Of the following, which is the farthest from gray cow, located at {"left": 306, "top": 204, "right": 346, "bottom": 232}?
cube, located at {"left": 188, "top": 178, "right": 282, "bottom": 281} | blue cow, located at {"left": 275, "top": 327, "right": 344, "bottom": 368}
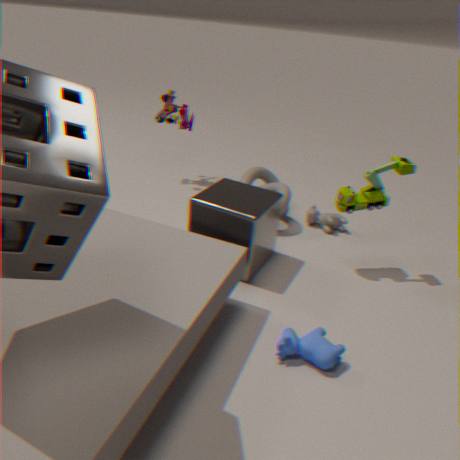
blue cow, located at {"left": 275, "top": 327, "right": 344, "bottom": 368}
